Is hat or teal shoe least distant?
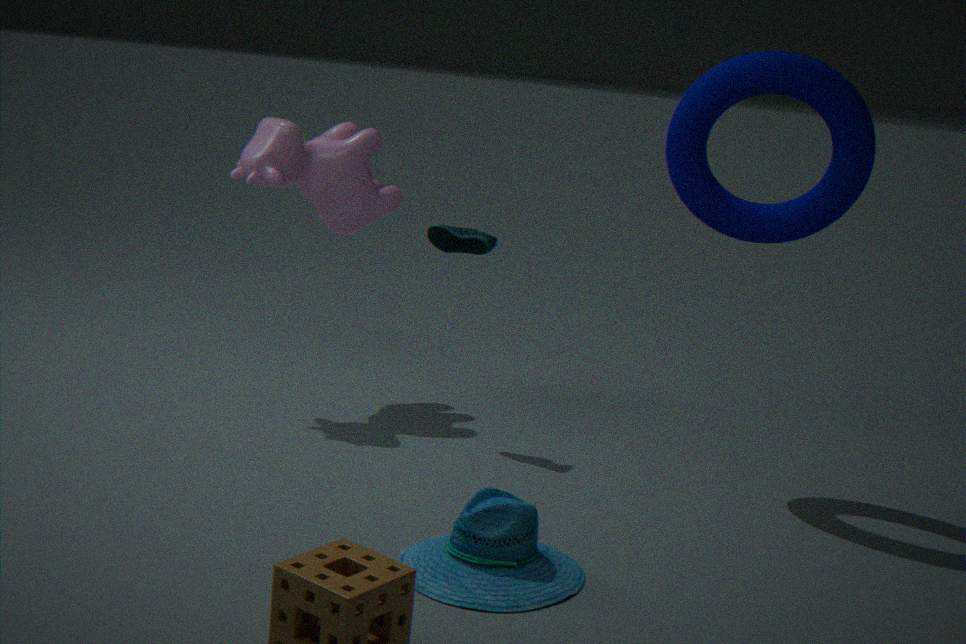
hat
